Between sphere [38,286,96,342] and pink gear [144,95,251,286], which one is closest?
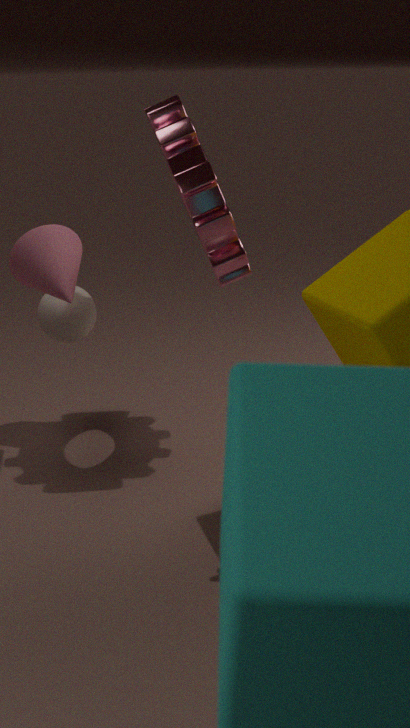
pink gear [144,95,251,286]
